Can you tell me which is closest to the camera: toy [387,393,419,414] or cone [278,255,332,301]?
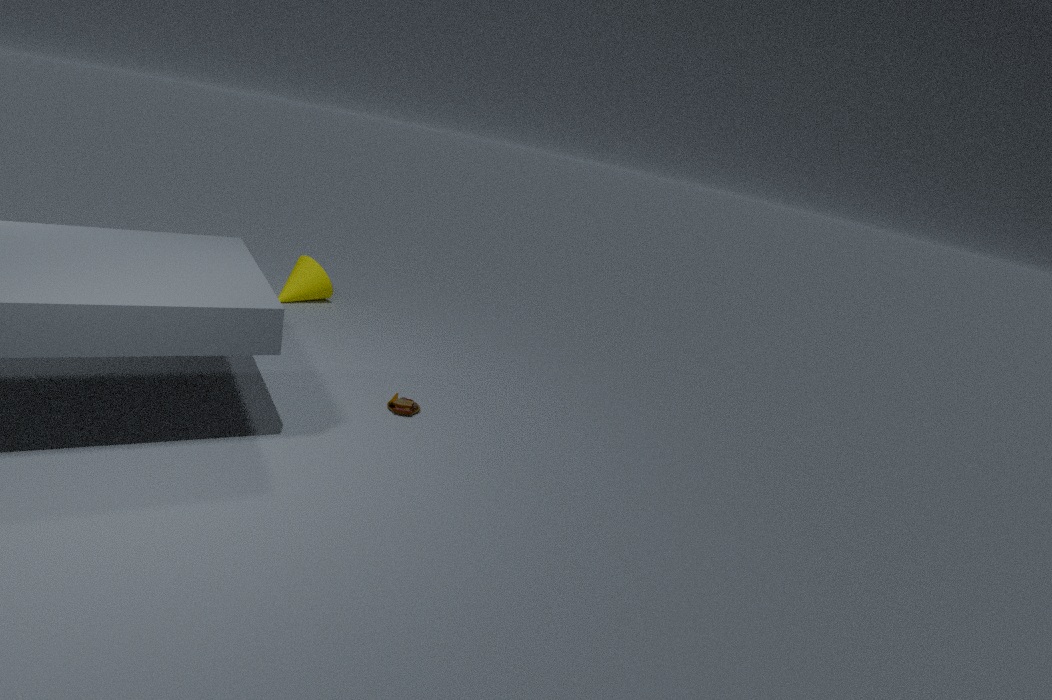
toy [387,393,419,414]
